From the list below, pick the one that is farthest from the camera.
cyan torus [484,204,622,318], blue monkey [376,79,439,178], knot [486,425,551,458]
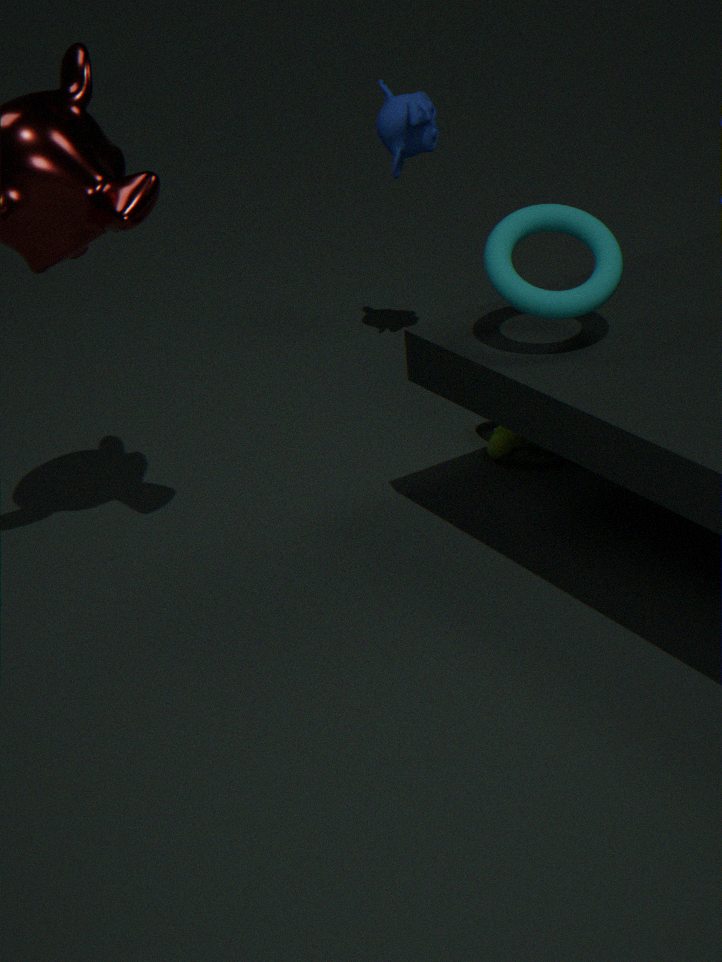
blue monkey [376,79,439,178]
